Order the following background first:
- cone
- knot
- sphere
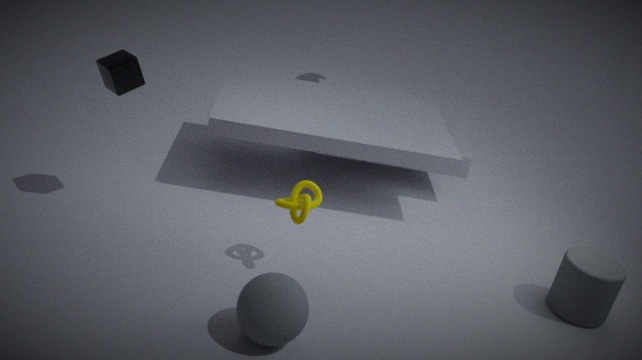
cone
knot
sphere
